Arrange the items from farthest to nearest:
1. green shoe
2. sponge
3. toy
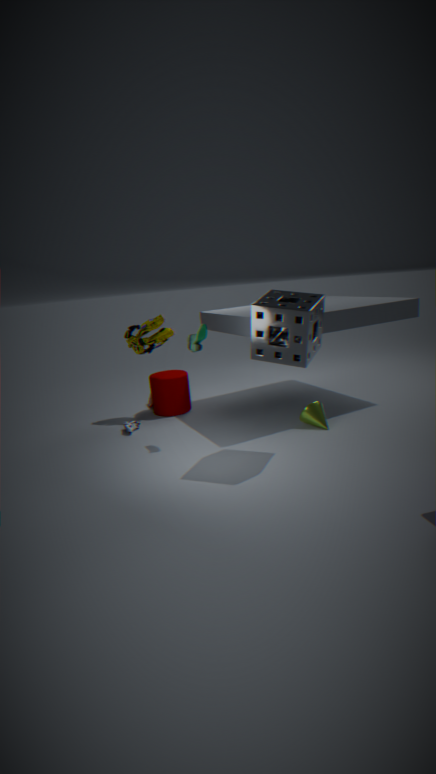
toy
green shoe
sponge
